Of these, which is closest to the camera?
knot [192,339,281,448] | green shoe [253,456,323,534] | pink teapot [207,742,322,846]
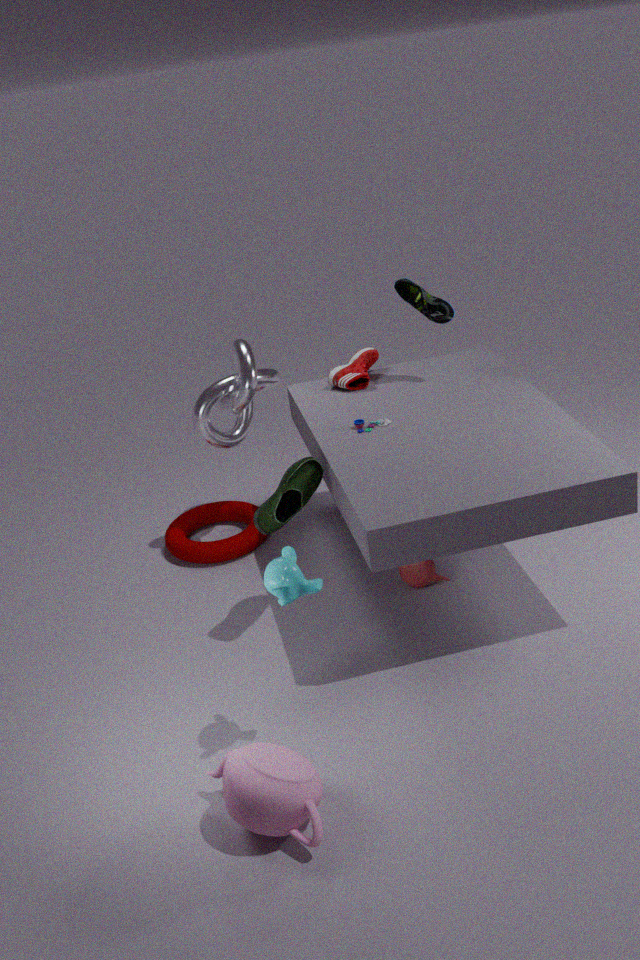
pink teapot [207,742,322,846]
